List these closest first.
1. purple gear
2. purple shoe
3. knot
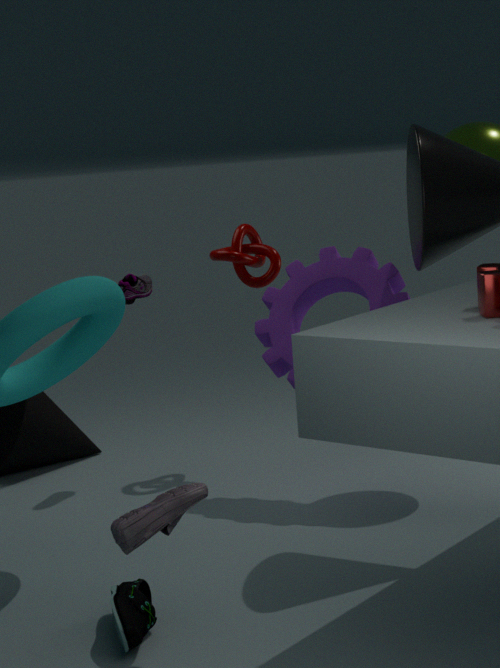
1. purple gear
2. purple shoe
3. knot
